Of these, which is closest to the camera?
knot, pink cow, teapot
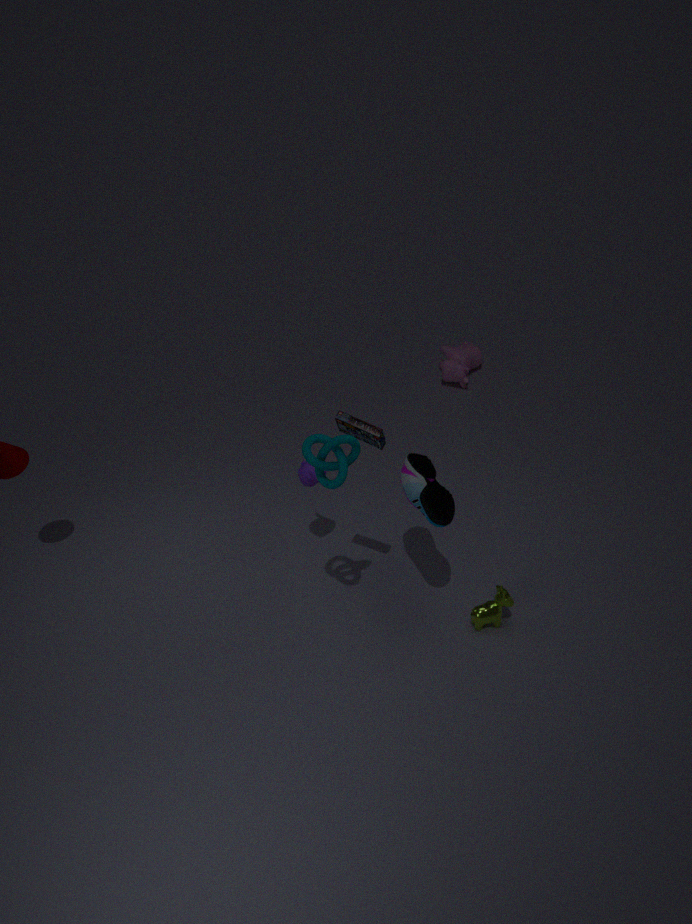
knot
